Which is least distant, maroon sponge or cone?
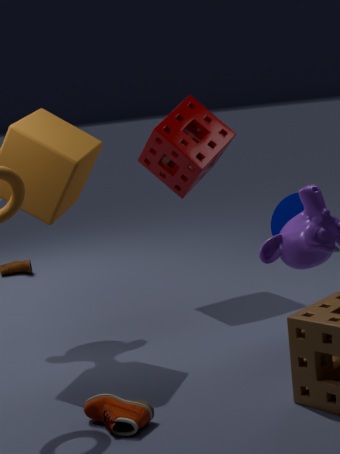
maroon sponge
